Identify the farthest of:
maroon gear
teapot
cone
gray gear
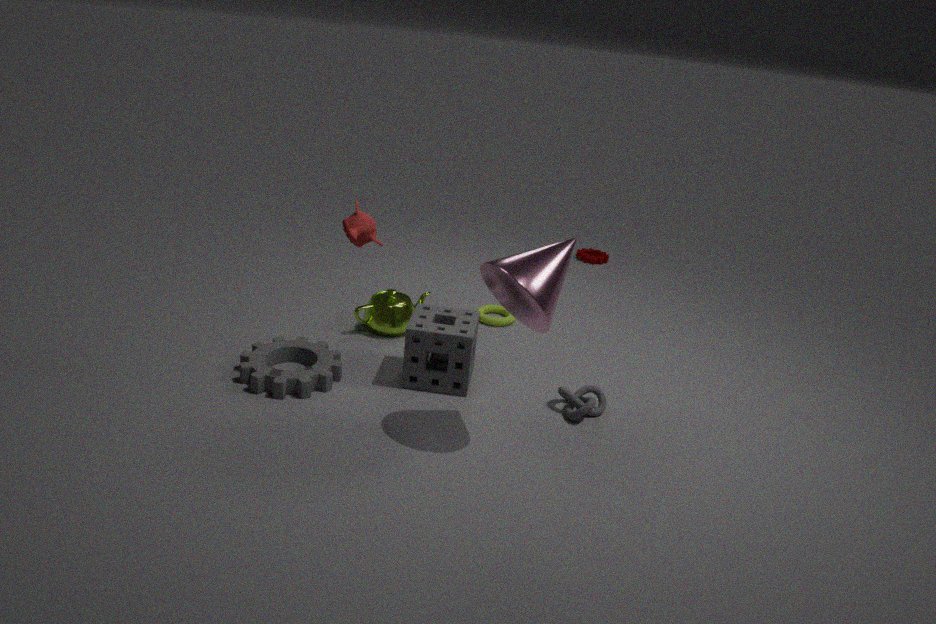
maroon gear
